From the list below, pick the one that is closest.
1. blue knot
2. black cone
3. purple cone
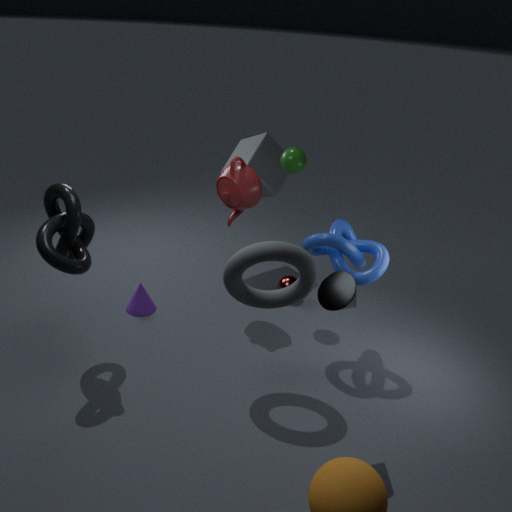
black cone
